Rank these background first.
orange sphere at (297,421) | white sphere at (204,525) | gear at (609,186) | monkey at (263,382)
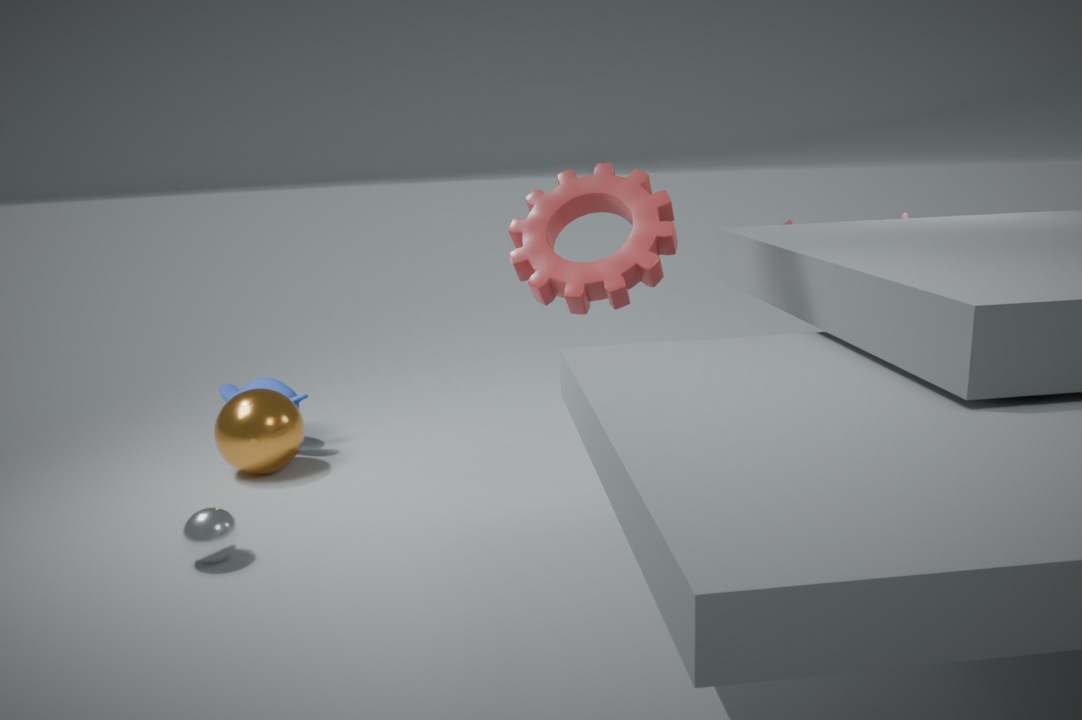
monkey at (263,382) → orange sphere at (297,421) → white sphere at (204,525) → gear at (609,186)
